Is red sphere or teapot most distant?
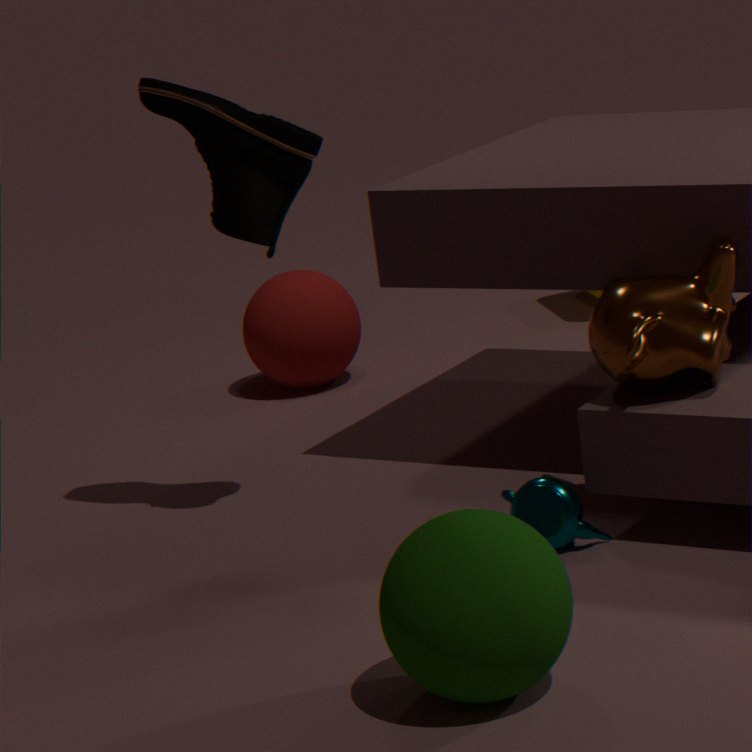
red sphere
